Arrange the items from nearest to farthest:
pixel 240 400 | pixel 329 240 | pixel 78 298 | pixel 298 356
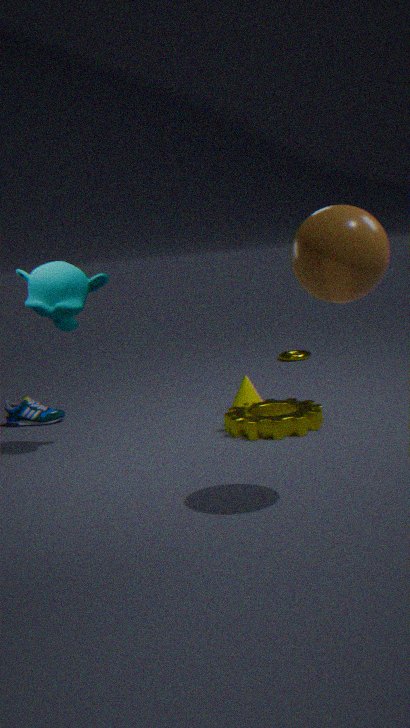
pixel 329 240
pixel 78 298
pixel 240 400
pixel 298 356
